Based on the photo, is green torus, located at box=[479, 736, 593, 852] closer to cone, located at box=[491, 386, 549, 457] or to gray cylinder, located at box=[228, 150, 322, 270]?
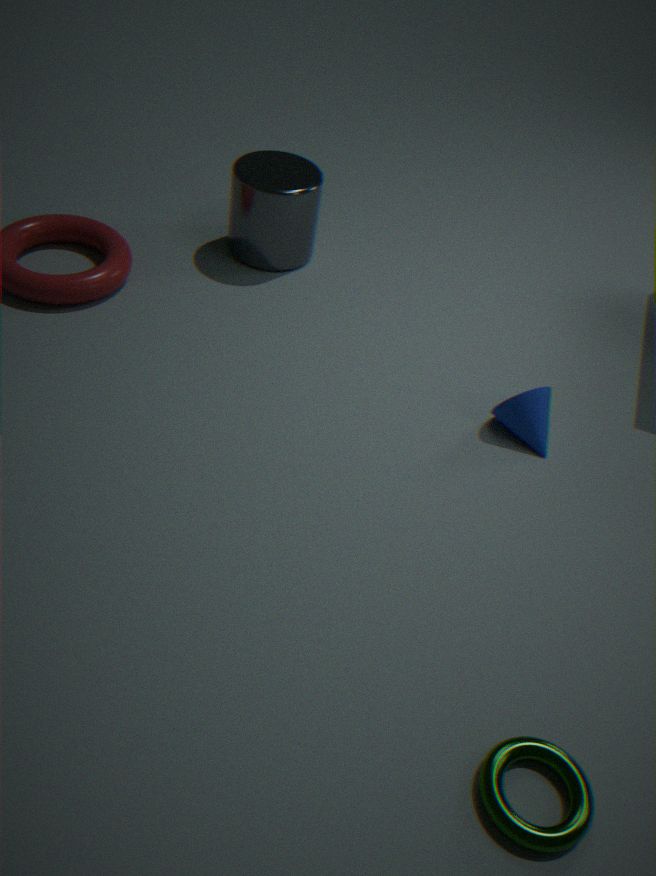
cone, located at box=[491, 386, 549, 457]
